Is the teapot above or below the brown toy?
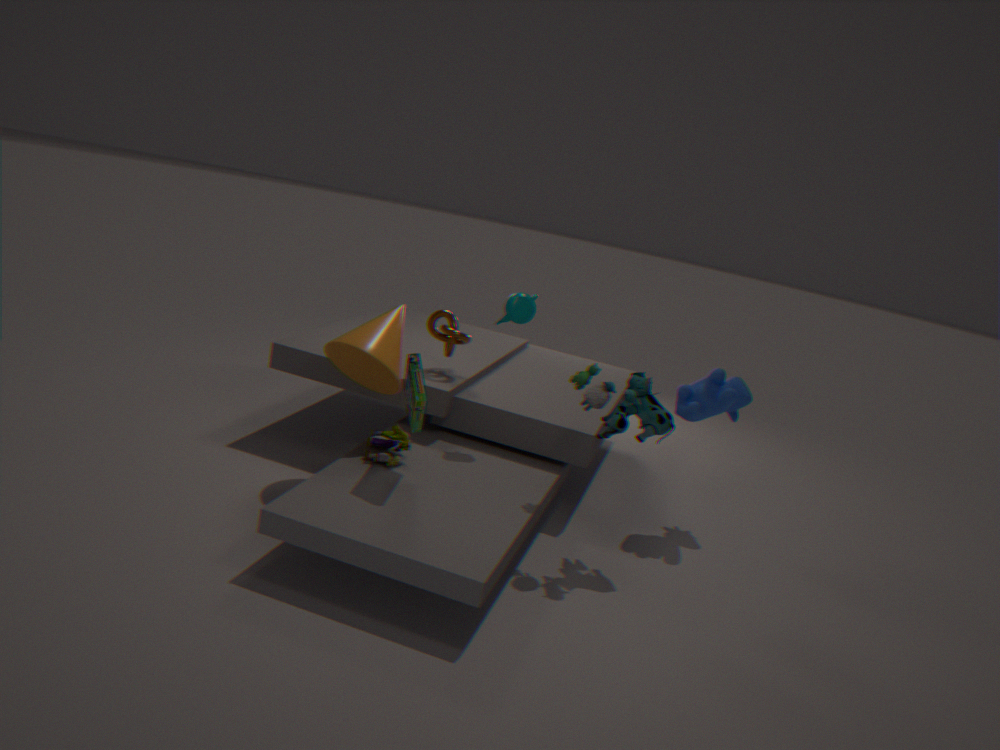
above
